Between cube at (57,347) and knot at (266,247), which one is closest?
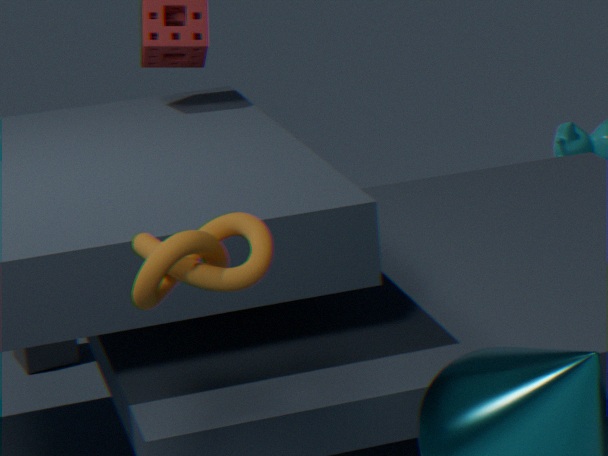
knot at (266,247)
